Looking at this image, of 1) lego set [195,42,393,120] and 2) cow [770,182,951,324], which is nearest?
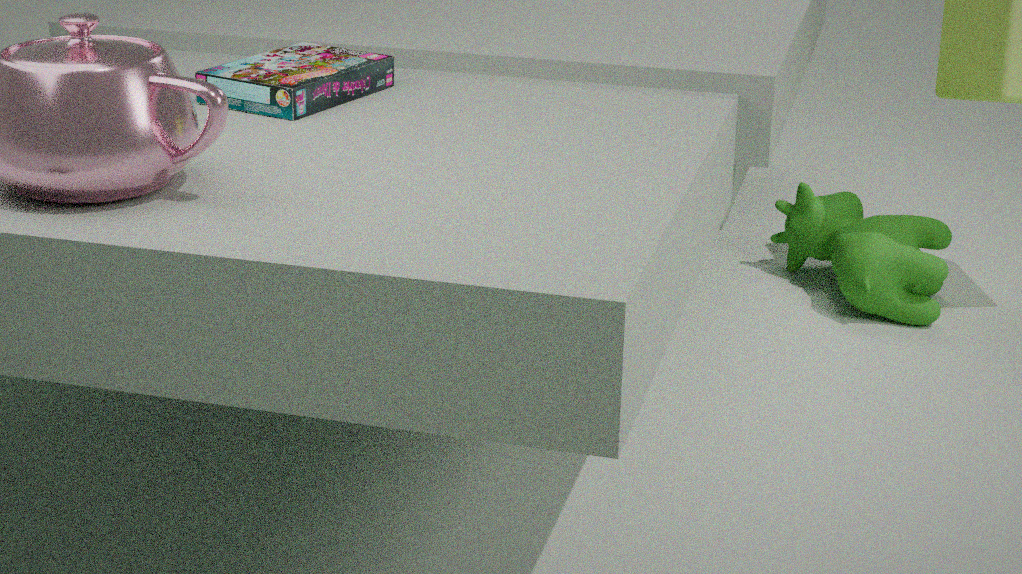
1. lego set [195,42,393,120]
